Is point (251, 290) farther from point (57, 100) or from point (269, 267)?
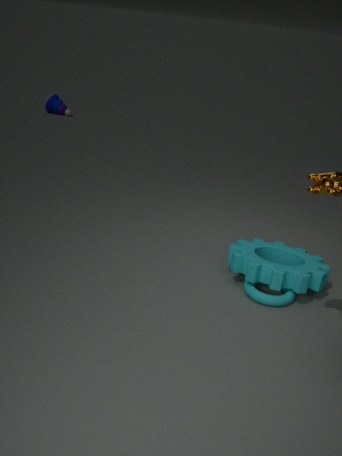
point (57, 100)
